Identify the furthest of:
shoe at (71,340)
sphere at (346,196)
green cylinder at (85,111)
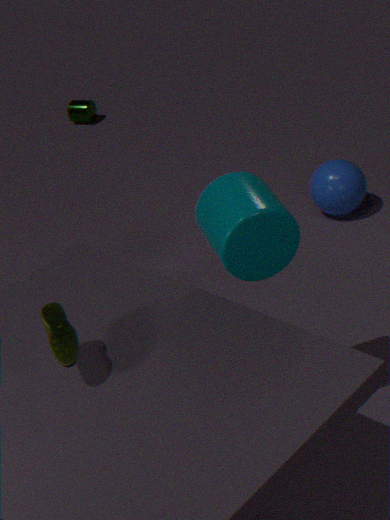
green cylinder at (85,111)
